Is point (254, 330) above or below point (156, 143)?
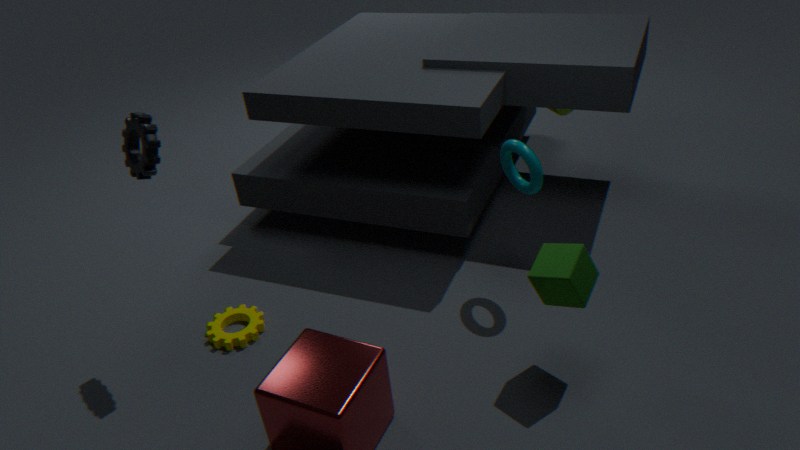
below
